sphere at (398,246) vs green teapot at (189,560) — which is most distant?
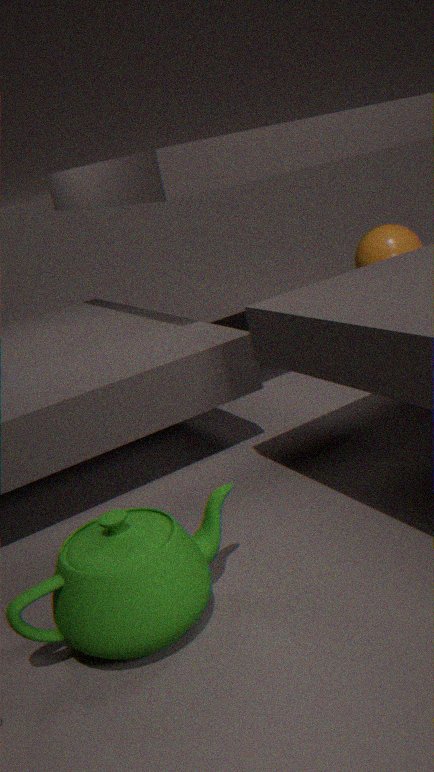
sphere at (398,246)
